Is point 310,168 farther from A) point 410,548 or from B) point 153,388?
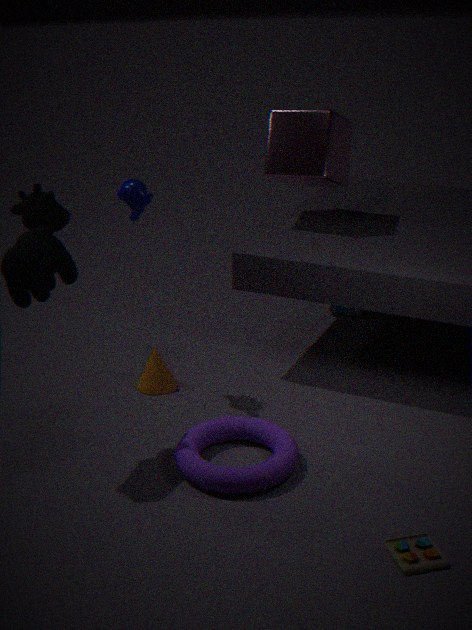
A) point 410,548
